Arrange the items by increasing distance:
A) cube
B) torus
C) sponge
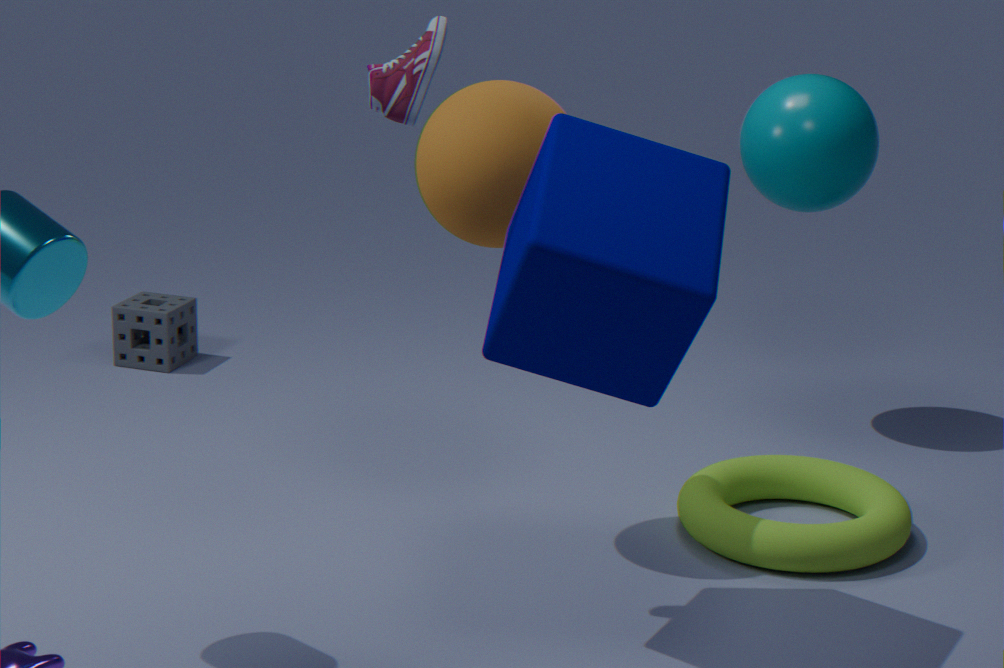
cube
torus
sponge
